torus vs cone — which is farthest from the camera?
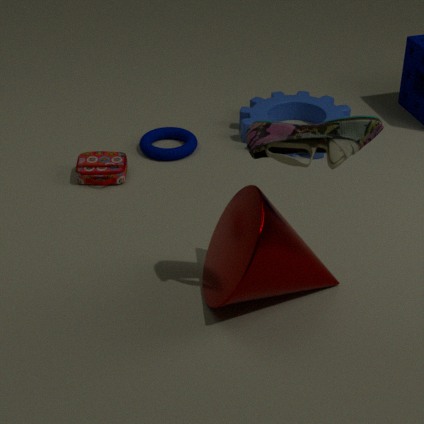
torus
